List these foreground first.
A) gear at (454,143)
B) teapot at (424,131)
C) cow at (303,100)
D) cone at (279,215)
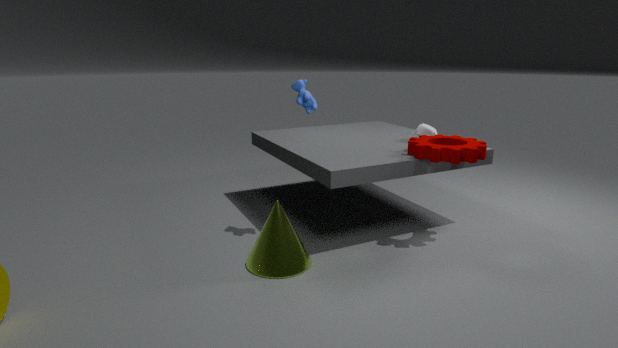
cone at (279,215) < gear at (454,143) < cow at (303,100) < teapot at (424,131)
